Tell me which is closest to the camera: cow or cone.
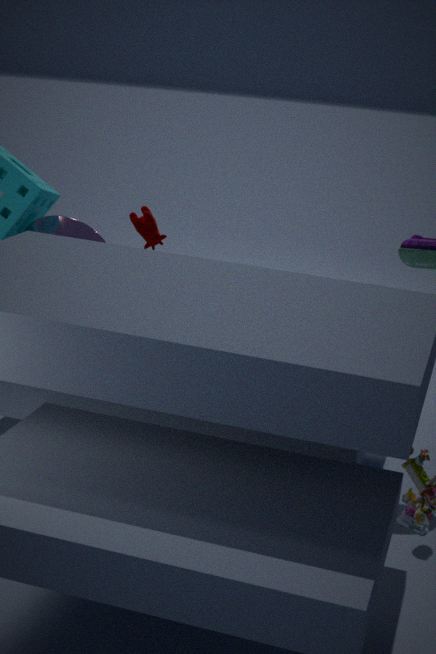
cone
